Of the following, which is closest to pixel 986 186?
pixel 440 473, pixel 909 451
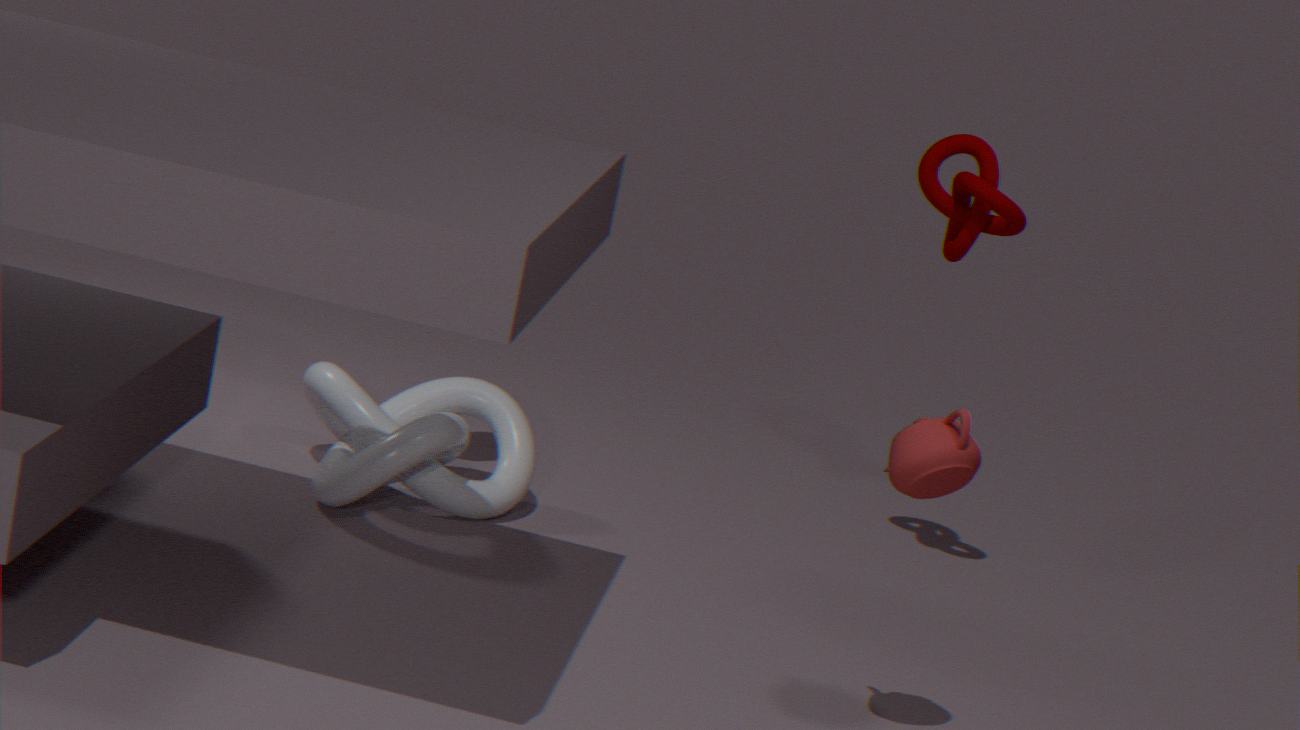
pixel 909 451
